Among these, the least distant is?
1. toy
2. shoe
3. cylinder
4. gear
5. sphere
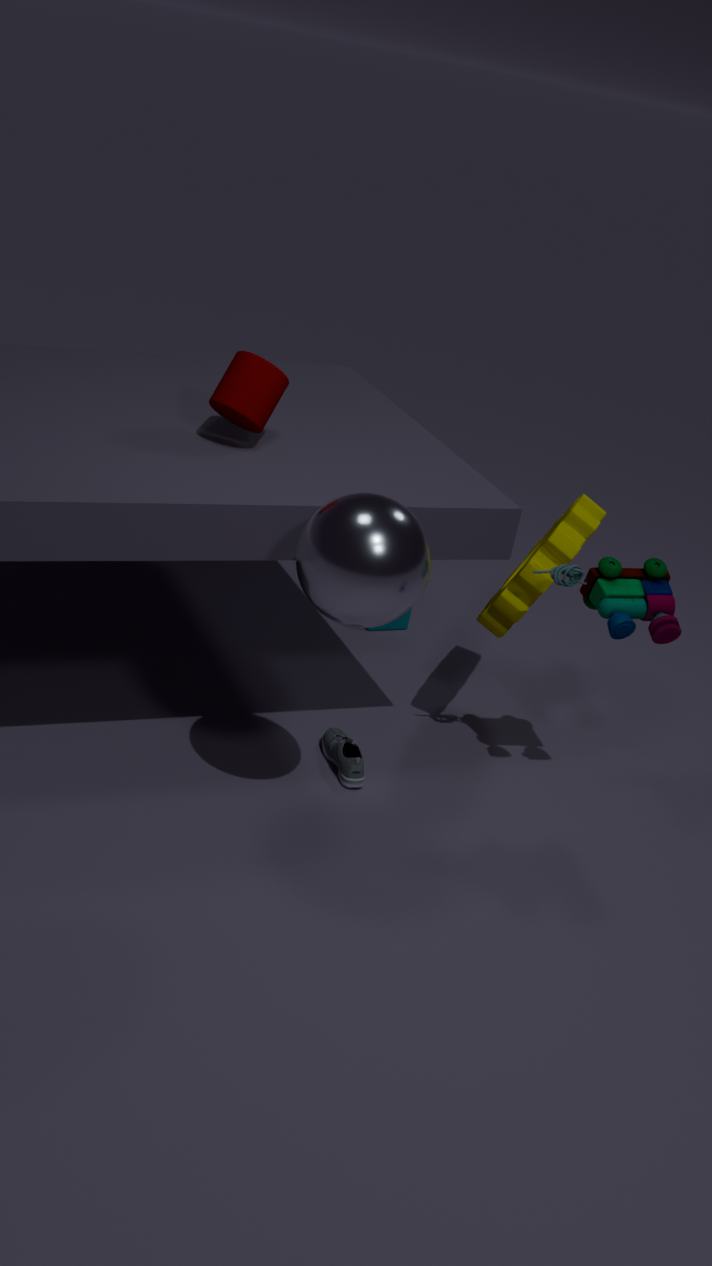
sphere
